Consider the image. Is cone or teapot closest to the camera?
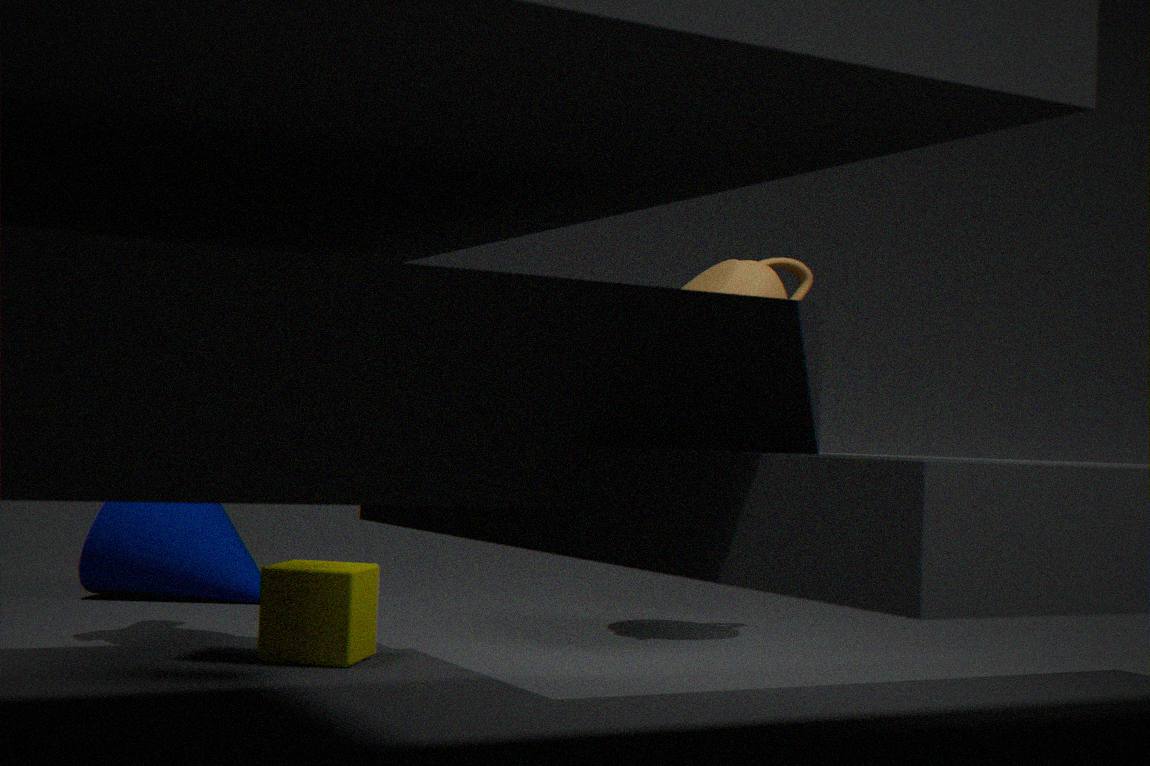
teapot
